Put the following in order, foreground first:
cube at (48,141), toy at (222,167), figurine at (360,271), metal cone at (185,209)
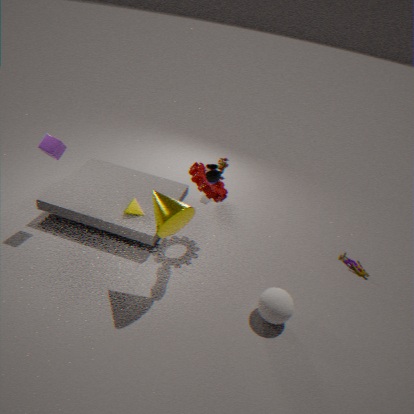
metal cone at (185,209), cube at (48,141), figurine at (360,271), toy at (222,167)
